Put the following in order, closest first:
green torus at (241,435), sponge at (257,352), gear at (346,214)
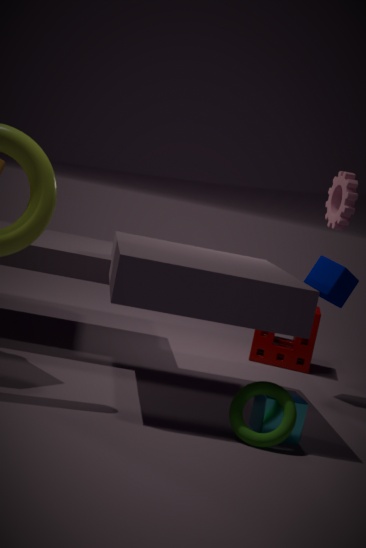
green torus at (241,435), gear at (346,214), sponge at (257,352)
